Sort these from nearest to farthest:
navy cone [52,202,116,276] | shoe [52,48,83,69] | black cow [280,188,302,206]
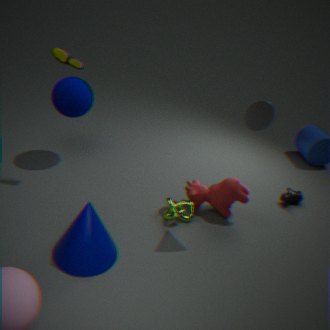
navy cone [52,202,116,276]
shoe [52,48,83,69]
black cow [280,188,302,206]
